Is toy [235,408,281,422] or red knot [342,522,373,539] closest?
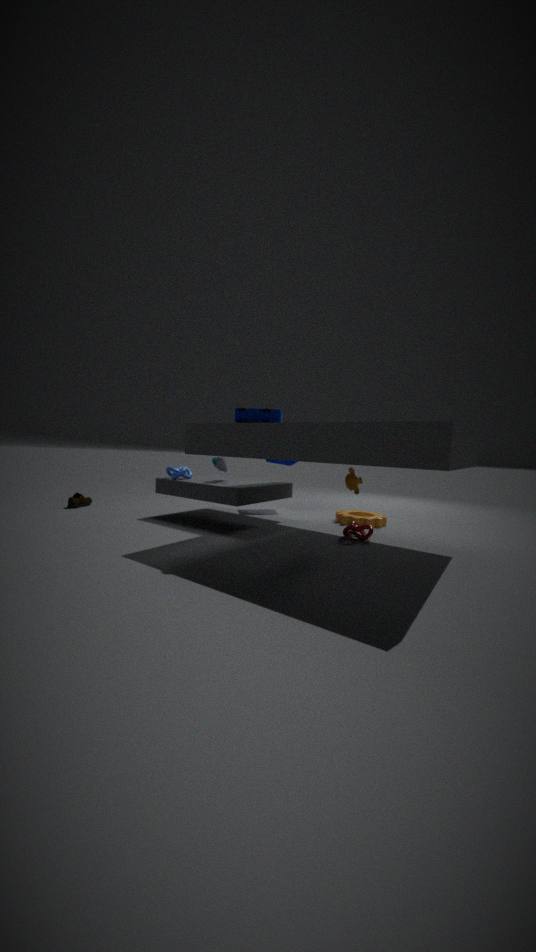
toy [235,408,281,422]
